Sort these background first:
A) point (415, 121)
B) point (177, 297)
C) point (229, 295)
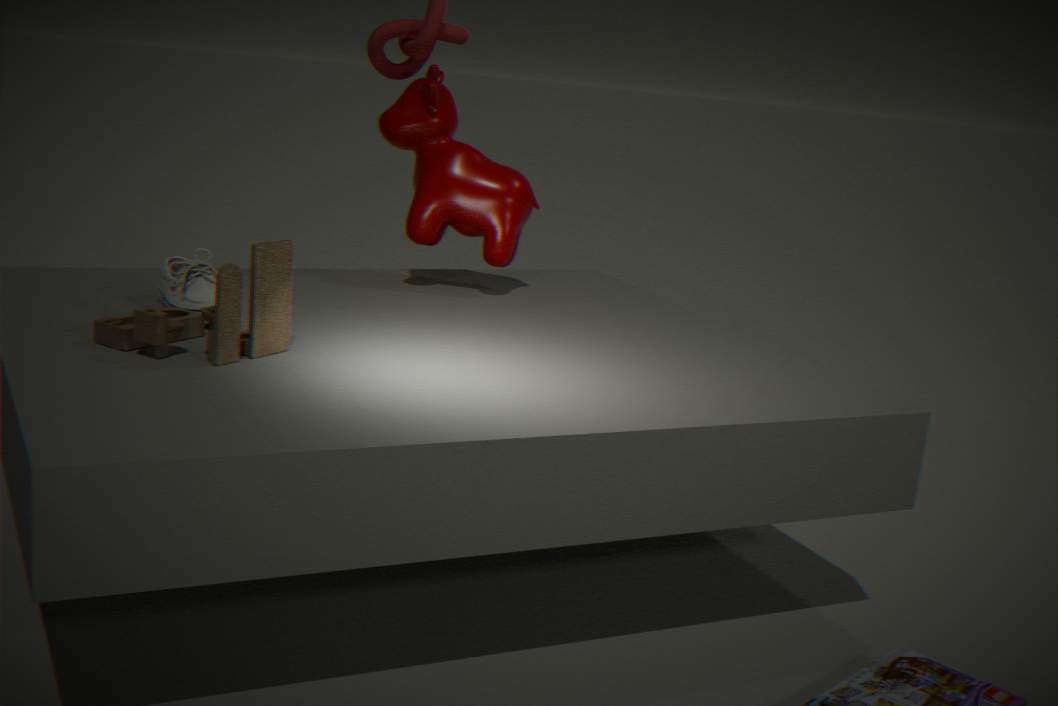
point (415, 121)
point (177, 297)
point (229, 295)
